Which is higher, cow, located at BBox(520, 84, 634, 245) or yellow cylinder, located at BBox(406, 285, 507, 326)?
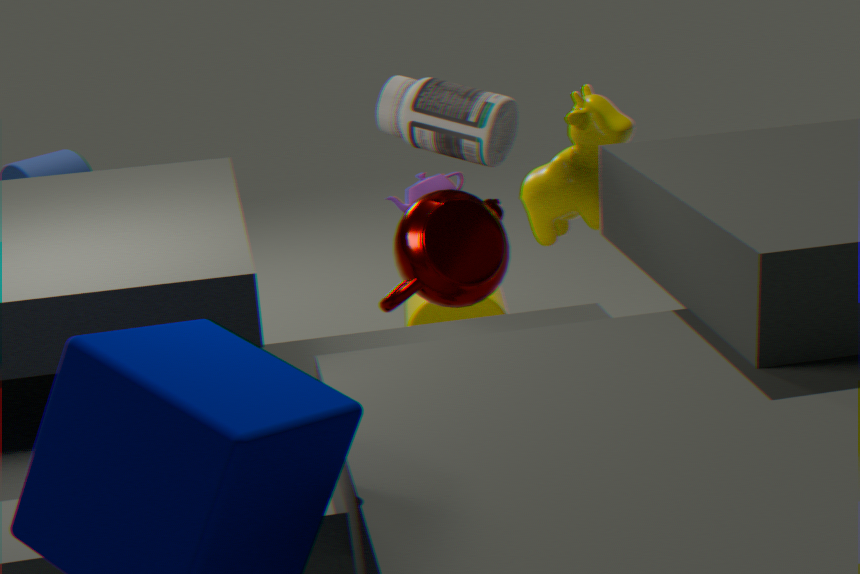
cow, located at BBox(520, 84, 634, 245)
